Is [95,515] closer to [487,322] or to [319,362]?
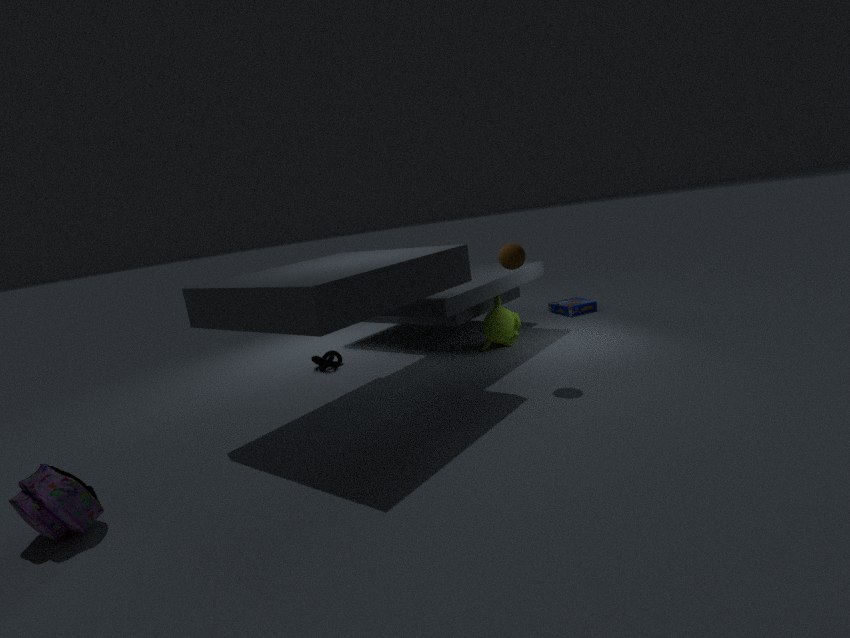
[319,362]
